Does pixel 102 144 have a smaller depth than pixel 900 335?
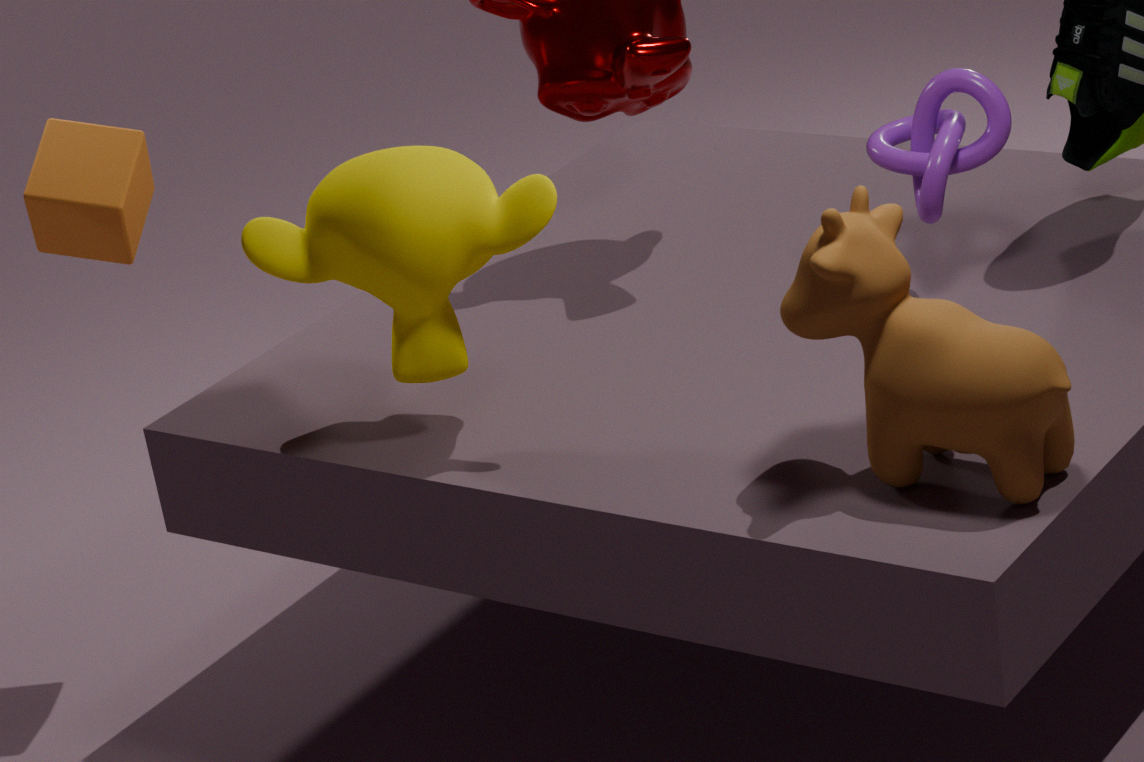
No
